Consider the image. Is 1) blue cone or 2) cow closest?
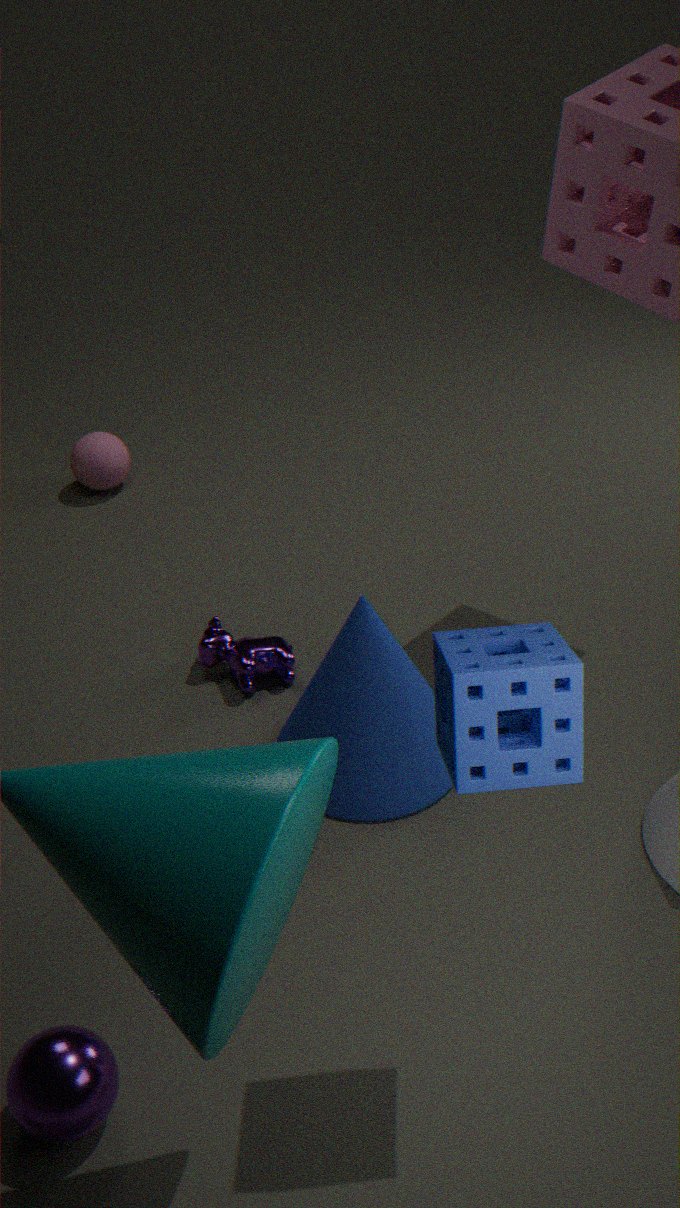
1. blue cone
